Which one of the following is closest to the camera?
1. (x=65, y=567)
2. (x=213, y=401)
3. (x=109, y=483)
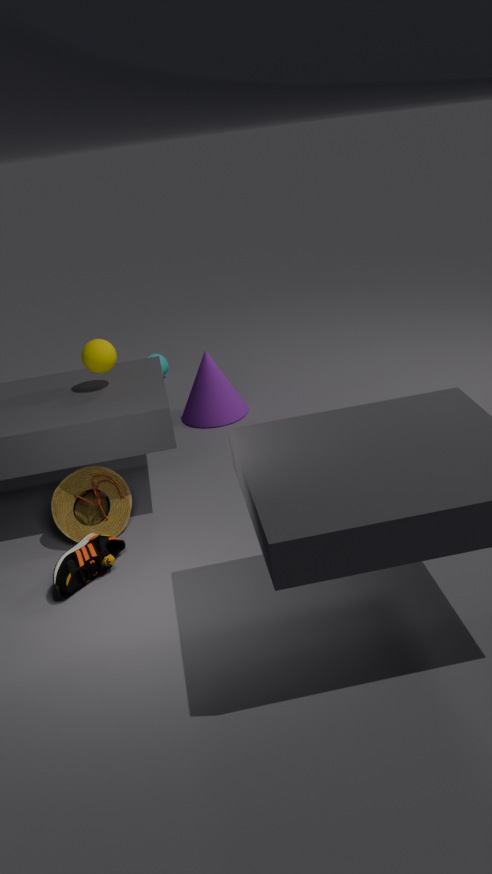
(x=65, y=567)
